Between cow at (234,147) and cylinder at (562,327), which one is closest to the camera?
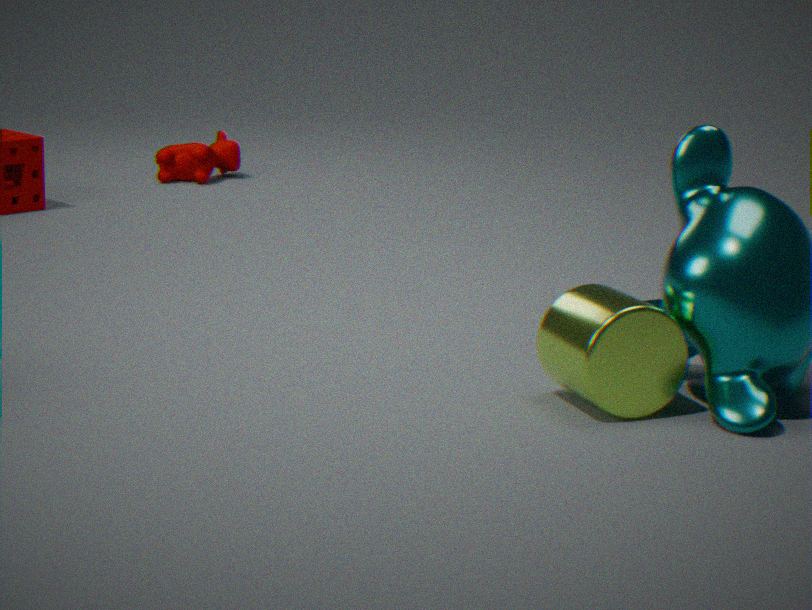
cylinder at (562,327)
